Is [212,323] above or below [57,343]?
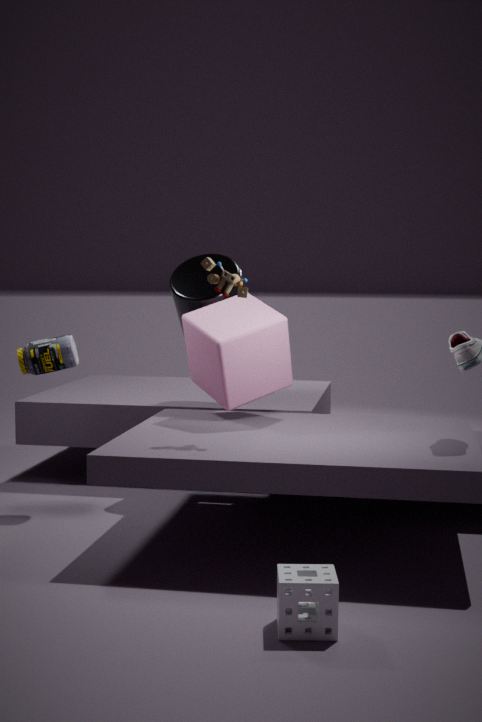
above
